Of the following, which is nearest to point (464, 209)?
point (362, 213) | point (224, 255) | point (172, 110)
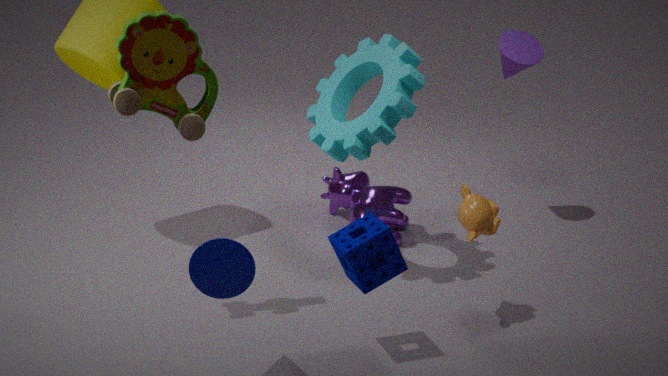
point (362, 213)
